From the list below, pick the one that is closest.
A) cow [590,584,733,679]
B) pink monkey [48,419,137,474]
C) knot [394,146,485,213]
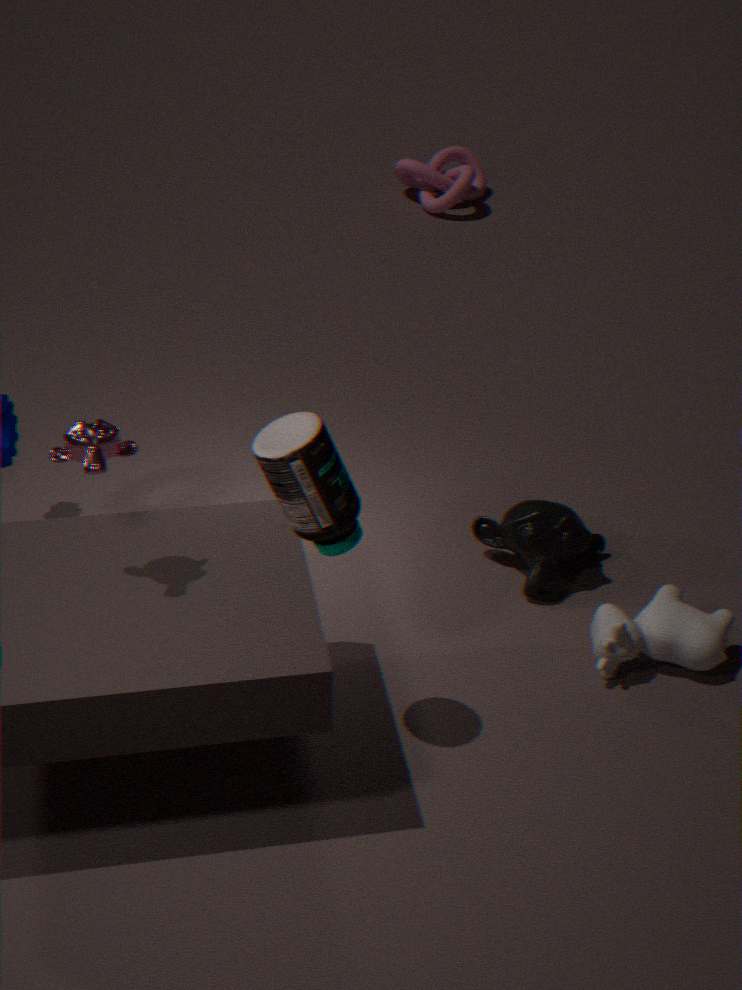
pink monkey [48,419,137,474]
